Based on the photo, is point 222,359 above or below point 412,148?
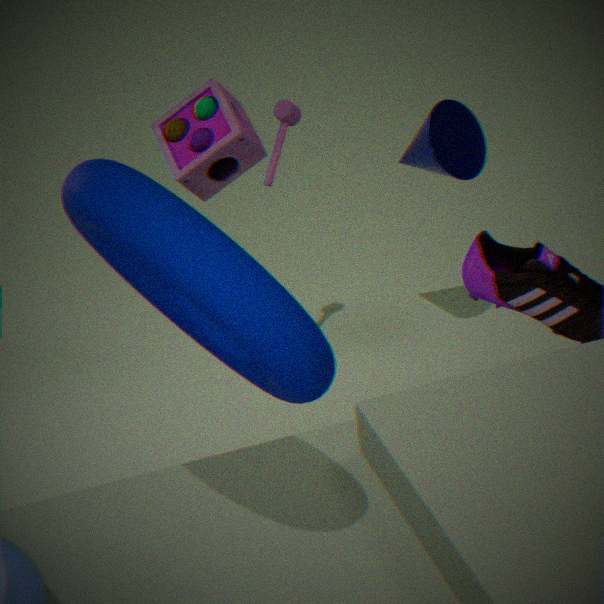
above
